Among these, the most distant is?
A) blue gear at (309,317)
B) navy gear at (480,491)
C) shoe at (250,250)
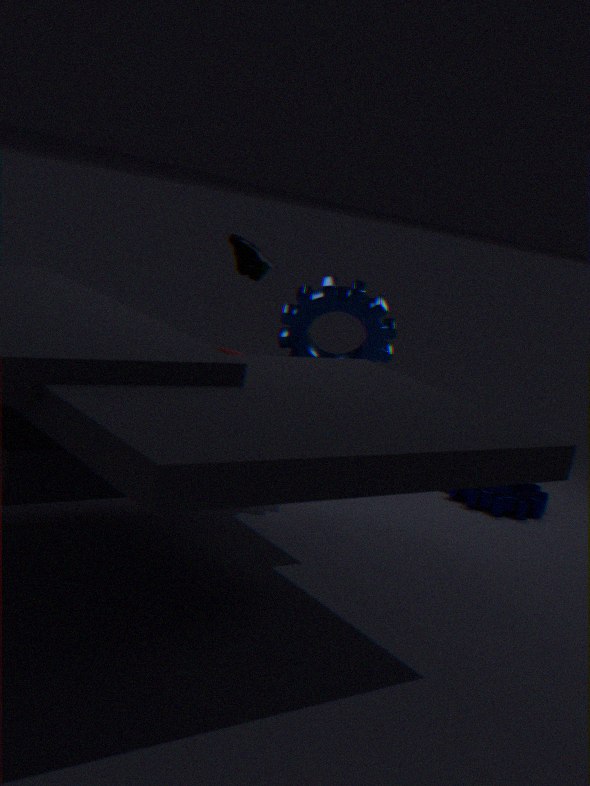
shoe at (250,250)
